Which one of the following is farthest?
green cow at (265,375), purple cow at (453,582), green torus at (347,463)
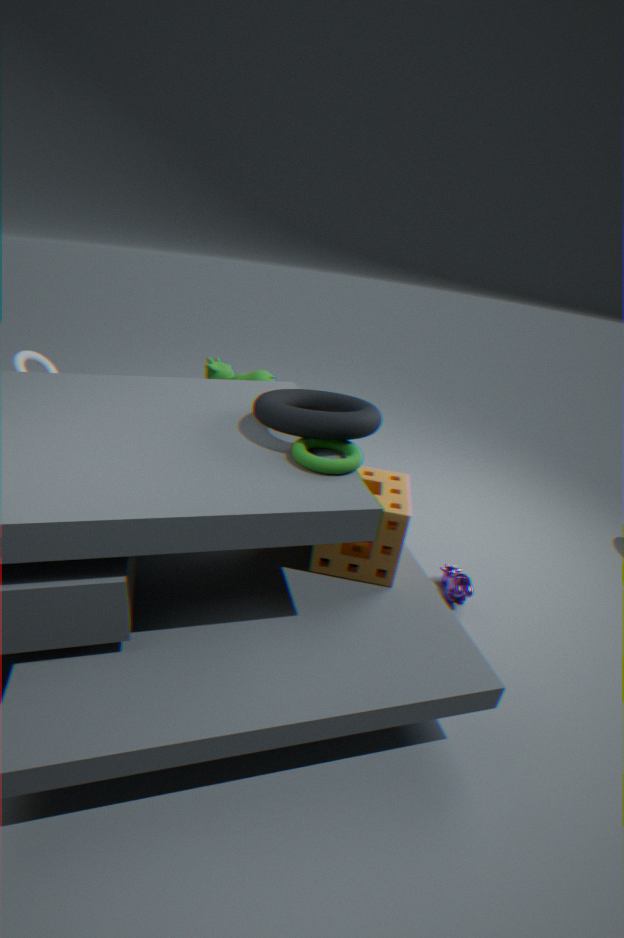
green cow at (265,375)
